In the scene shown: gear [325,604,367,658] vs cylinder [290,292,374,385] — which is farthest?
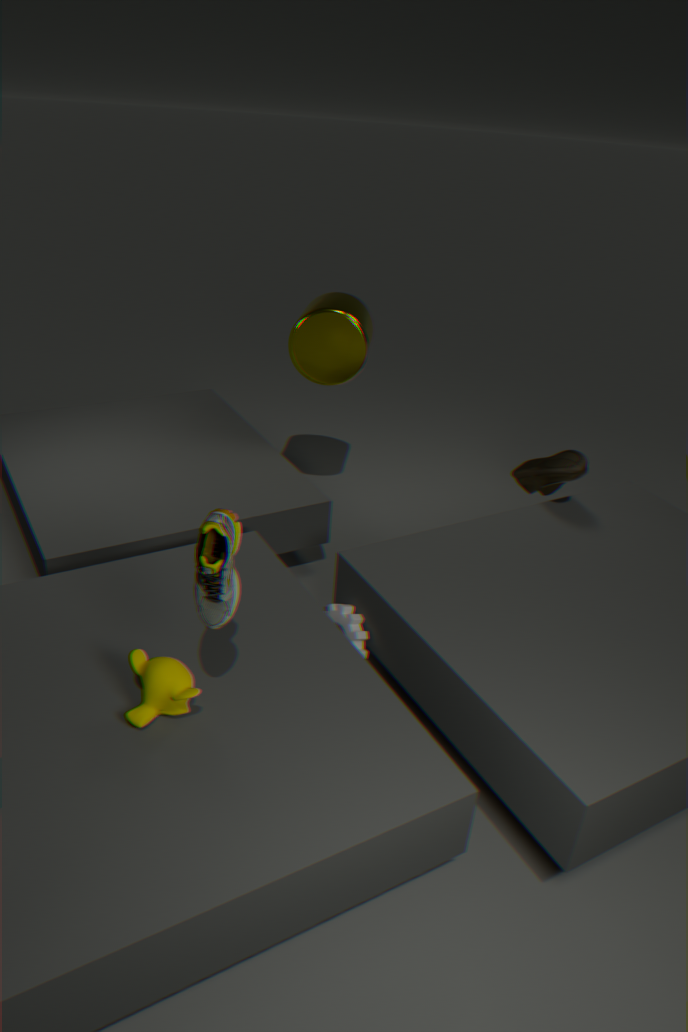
cylinder [290,292,374,385]
